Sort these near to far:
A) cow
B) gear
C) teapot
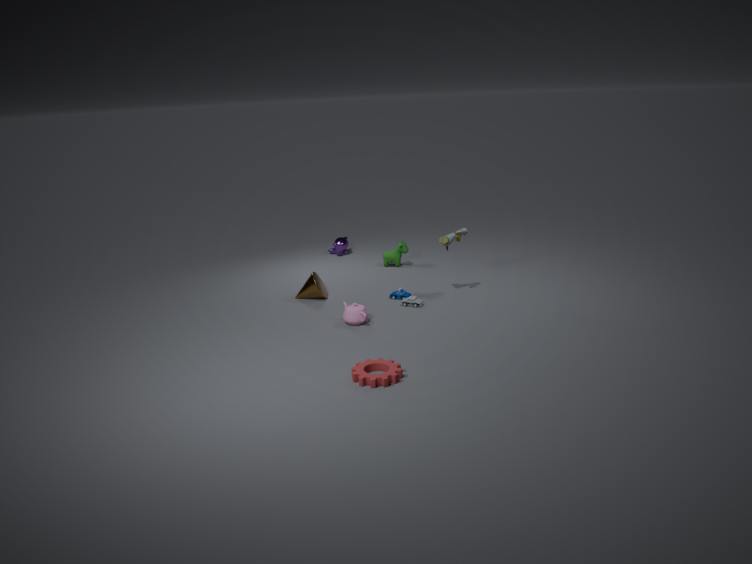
gear, teapot, cow
